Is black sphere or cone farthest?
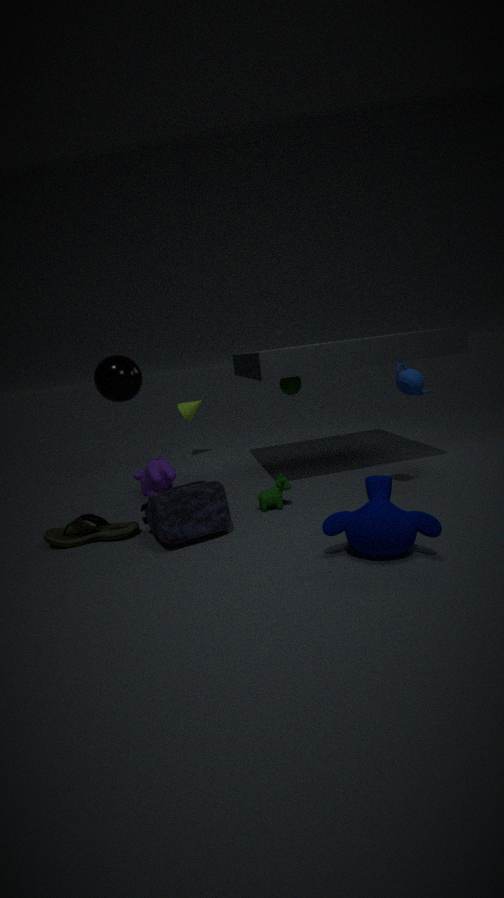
cone
